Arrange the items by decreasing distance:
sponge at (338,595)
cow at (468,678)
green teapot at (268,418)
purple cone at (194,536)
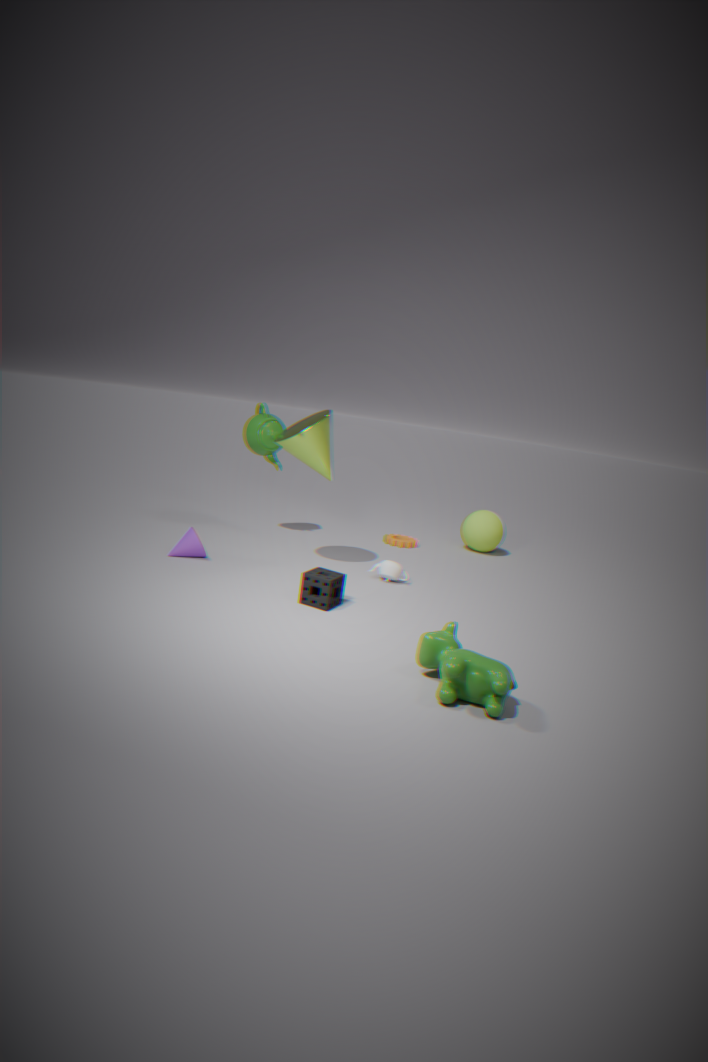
green teapot at (268,418) → purple cone at (194,536) → sponge at (338,595) → cow at (468,678)
